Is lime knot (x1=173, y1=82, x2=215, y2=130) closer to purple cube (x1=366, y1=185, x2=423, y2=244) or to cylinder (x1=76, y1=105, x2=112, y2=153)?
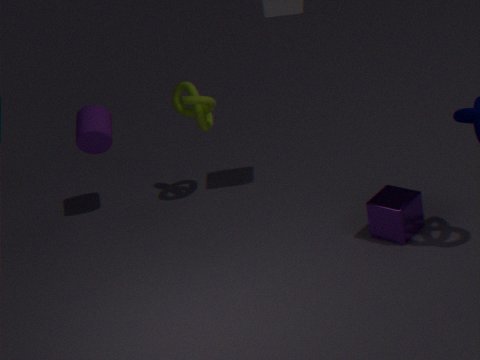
cylinder (x1=76, y1=105, x2=112, y2=153)
